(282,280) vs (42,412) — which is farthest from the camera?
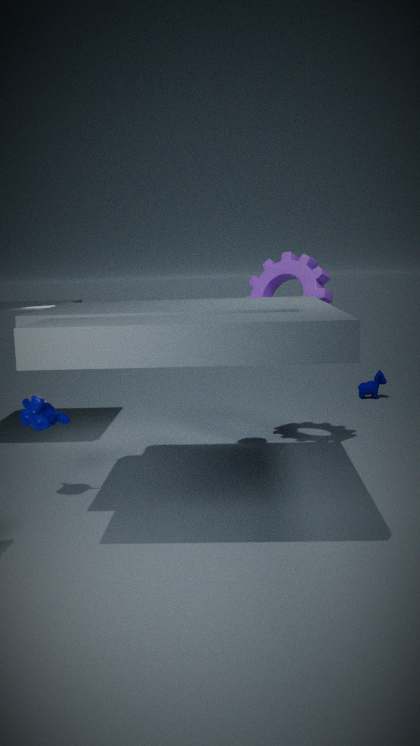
(282,280)
